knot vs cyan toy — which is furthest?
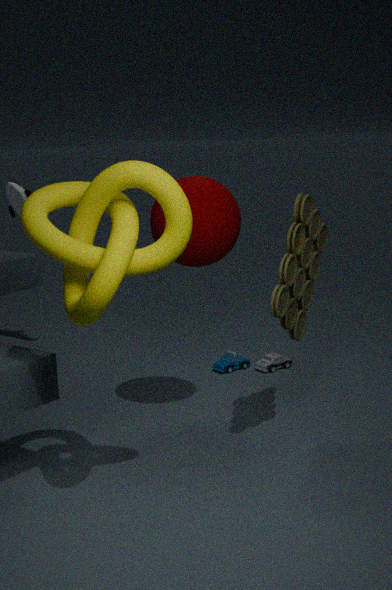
cyan toy
